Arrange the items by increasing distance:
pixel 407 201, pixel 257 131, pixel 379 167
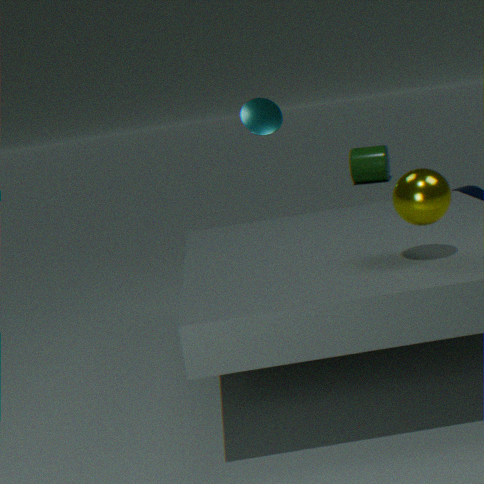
pixel 407 201
pixel 257 131
pixel 379 167
